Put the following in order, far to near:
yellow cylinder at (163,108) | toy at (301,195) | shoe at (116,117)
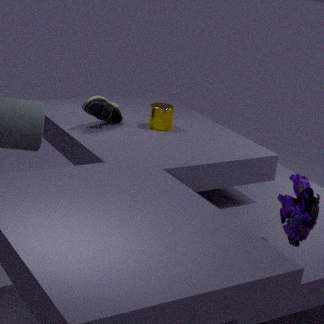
1. yellow cylinder at (163,108)
2. shoe at (116,117)
3. toy at (301,195)
